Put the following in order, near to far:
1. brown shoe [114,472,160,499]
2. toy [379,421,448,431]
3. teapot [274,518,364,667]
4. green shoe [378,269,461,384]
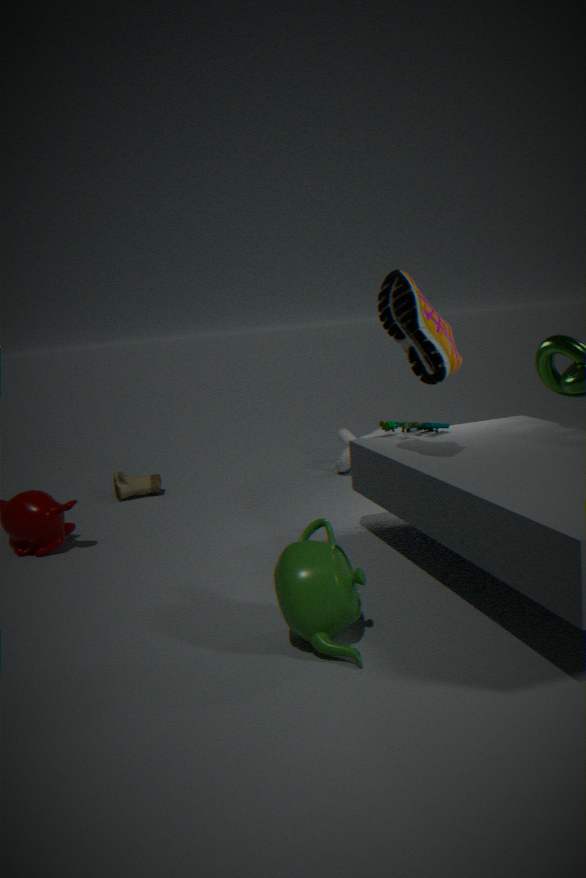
teapot [274,518,364,667], green shoe [378,269,461,384], toy [379,421,448,431], brown shoe [114,472,160,499]
